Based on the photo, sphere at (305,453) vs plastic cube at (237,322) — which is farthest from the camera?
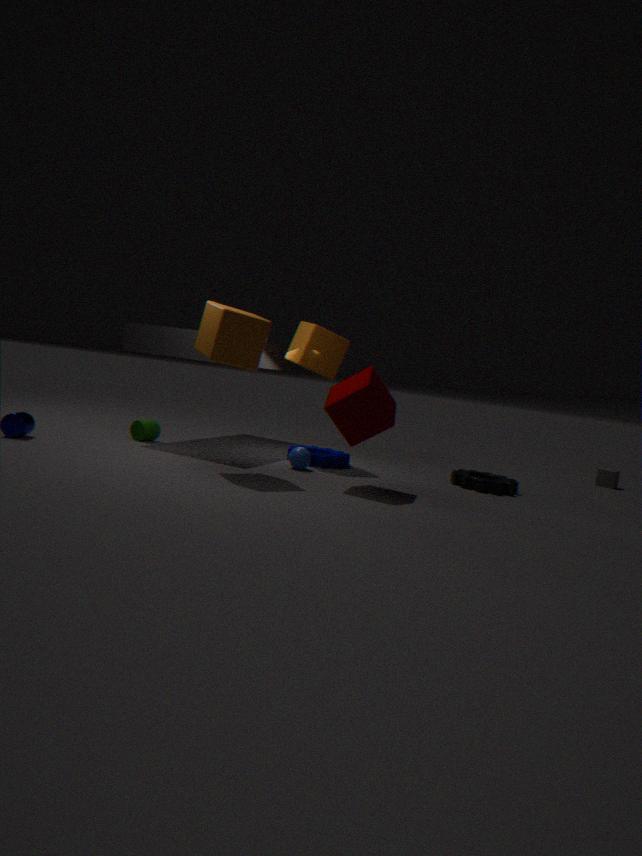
sphere at (305,453)
